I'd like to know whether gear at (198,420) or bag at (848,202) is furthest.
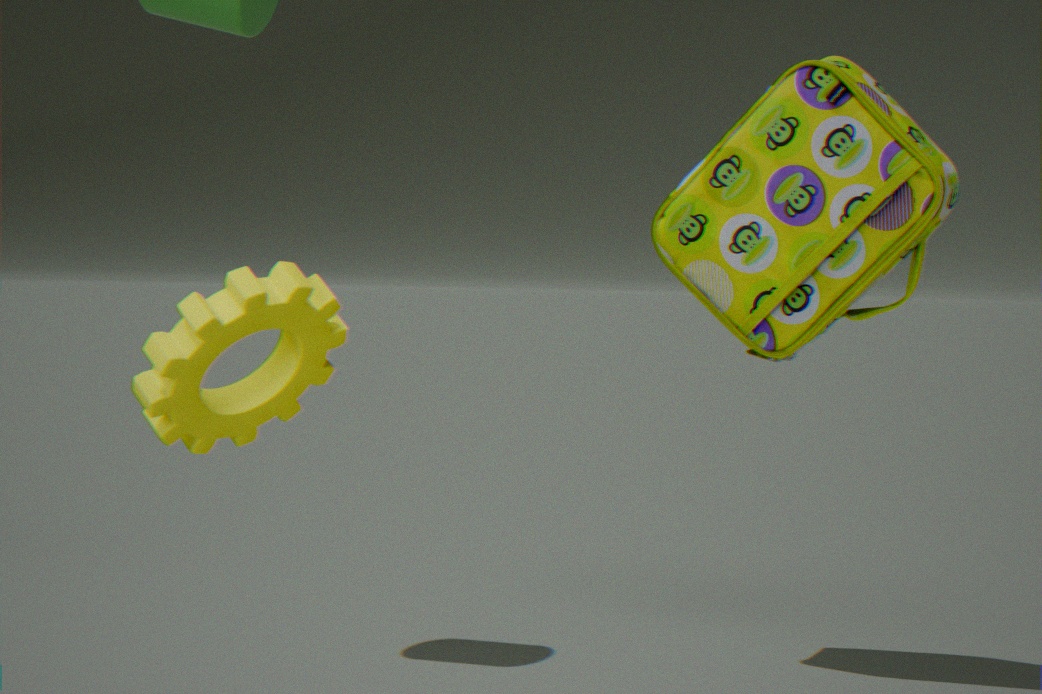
bag at (848,202)
